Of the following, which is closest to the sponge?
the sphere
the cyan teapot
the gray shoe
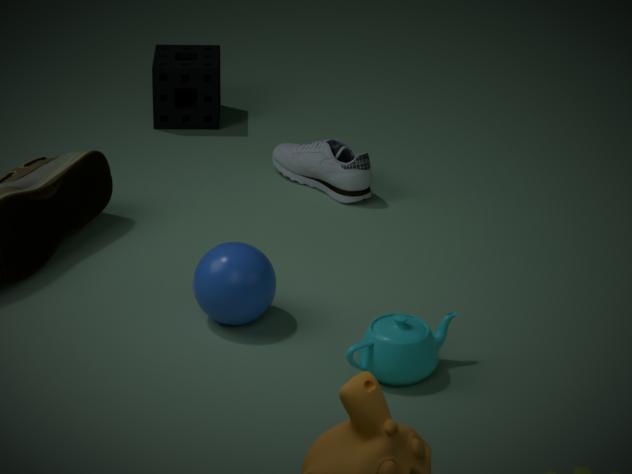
the gray shoe
